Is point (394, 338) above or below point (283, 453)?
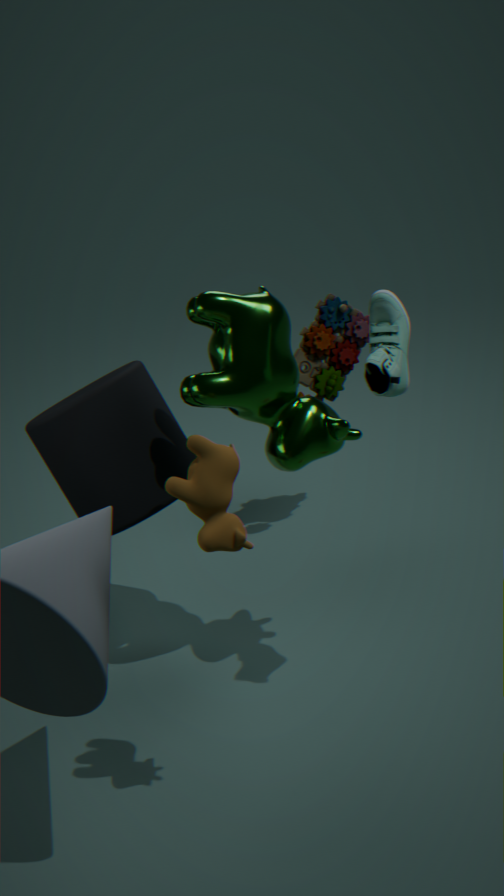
above
